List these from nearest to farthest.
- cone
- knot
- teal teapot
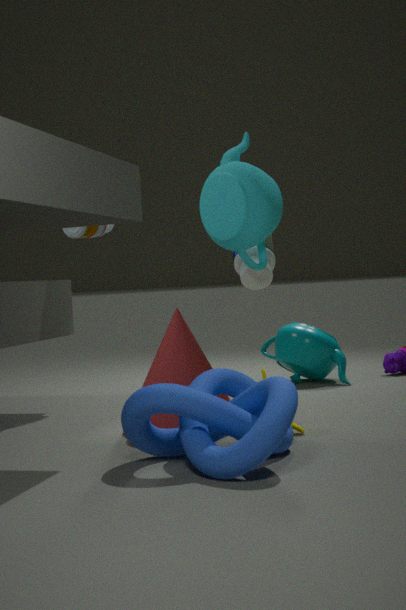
knot → cone → teal teapot
